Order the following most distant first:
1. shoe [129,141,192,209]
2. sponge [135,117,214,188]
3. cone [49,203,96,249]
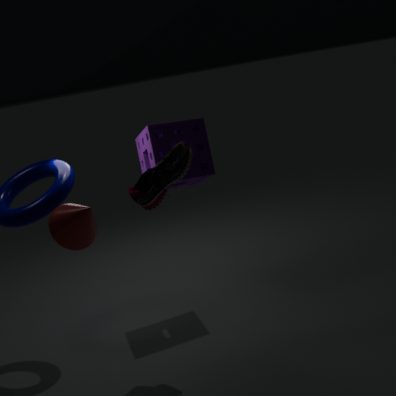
1. sponge [135,117,214,188]
2. shoe [129,141,192,209]
3. cone [49,203,96,249]
